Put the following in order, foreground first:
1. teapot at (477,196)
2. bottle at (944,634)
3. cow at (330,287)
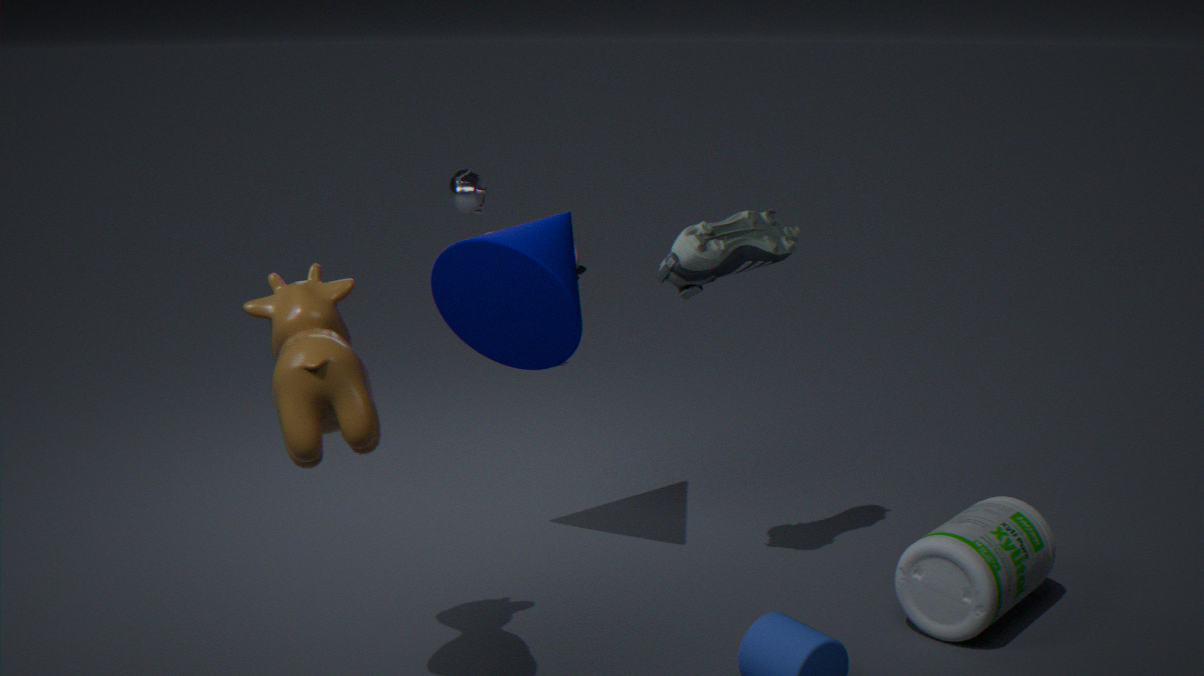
1. cow at (330,287)
2. bottle at (944,634)
3. teapot at (477,196)
